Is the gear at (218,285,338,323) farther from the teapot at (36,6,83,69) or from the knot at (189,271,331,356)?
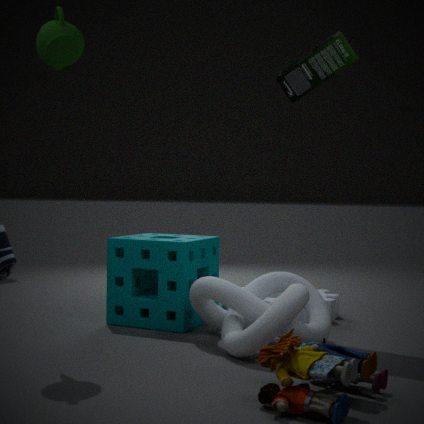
the teapot at (36,6,83,69)
